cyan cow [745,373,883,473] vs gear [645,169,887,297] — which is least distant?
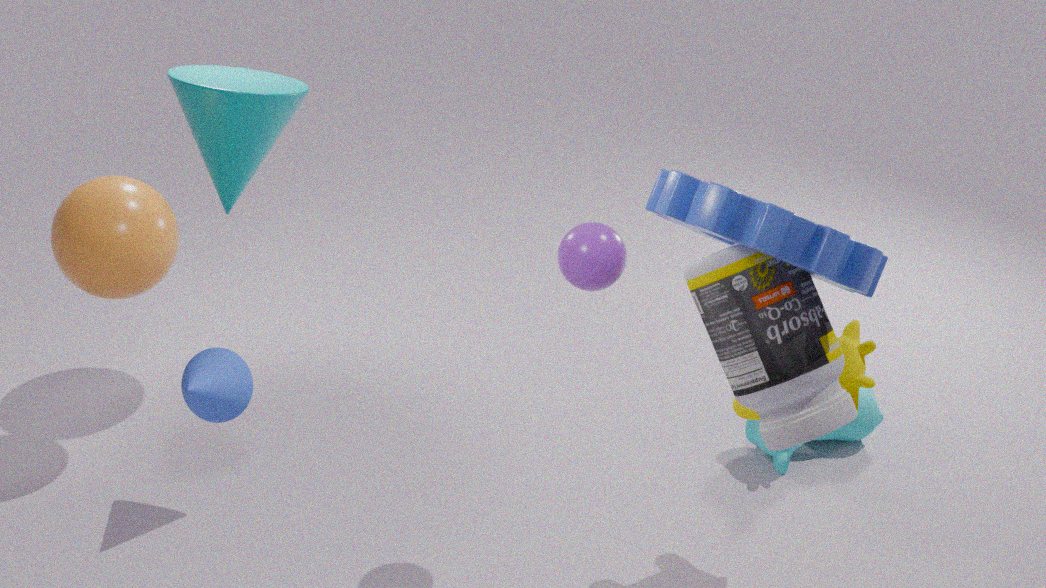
gear [645,169,887,297]
